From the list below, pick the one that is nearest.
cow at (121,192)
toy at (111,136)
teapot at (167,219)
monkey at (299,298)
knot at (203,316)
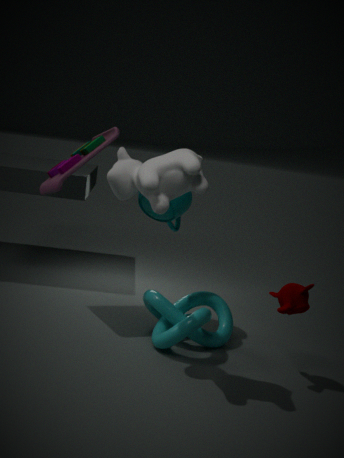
cow at (121,192)
